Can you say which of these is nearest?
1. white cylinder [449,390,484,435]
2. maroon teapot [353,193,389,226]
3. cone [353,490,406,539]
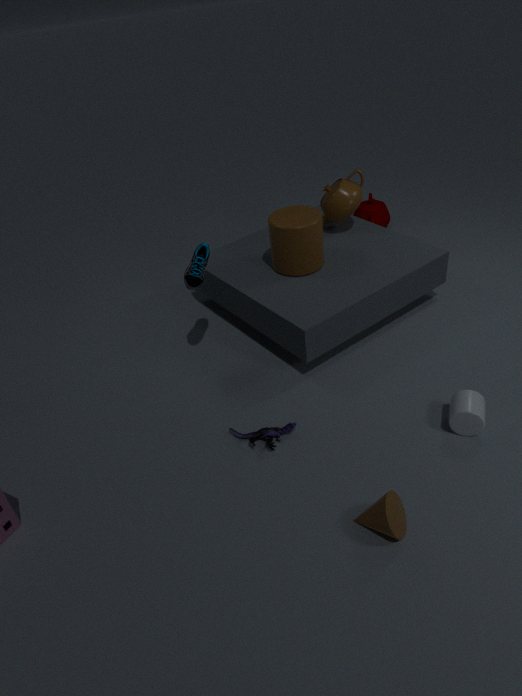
cone [353,490,406,539]
